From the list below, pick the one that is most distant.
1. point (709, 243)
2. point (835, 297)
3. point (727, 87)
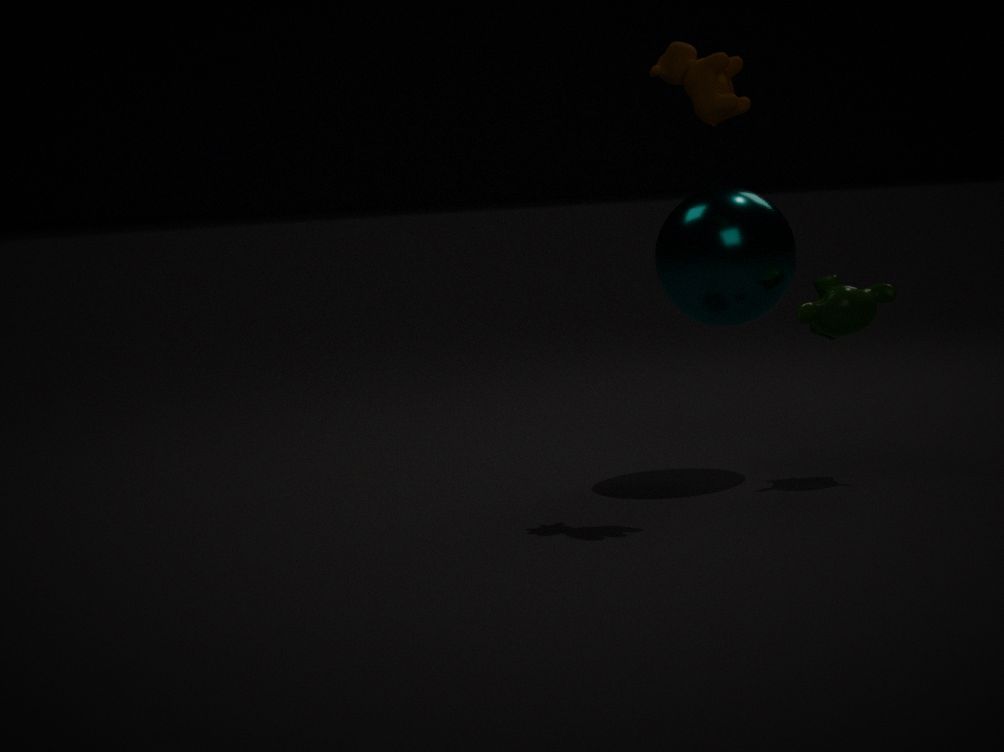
point (709, 243)
